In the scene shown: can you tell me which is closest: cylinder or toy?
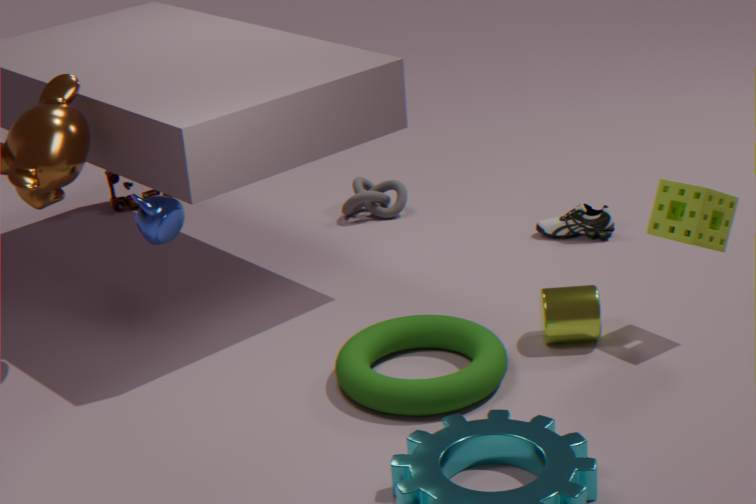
cylinder
